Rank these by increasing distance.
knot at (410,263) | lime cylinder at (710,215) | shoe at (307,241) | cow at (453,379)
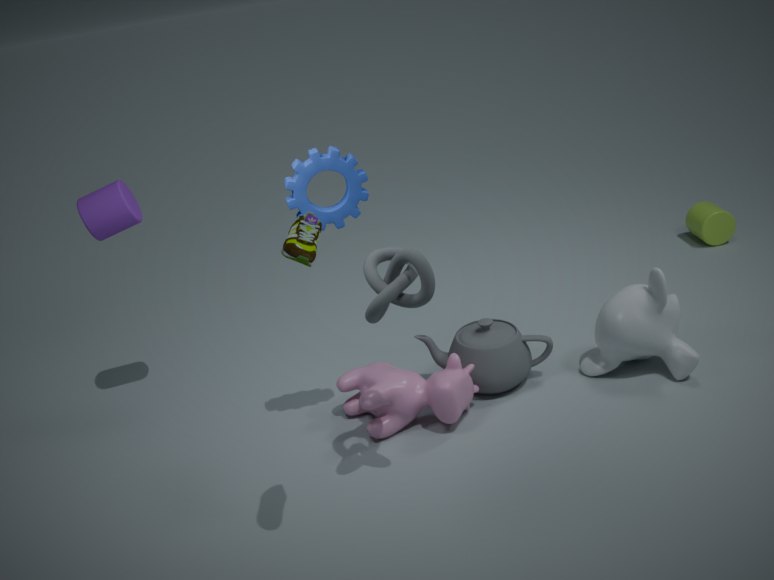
shoe at (307,241)
knot at (410,263)
cow at (453,379)
lime cylinder at (710,215)
